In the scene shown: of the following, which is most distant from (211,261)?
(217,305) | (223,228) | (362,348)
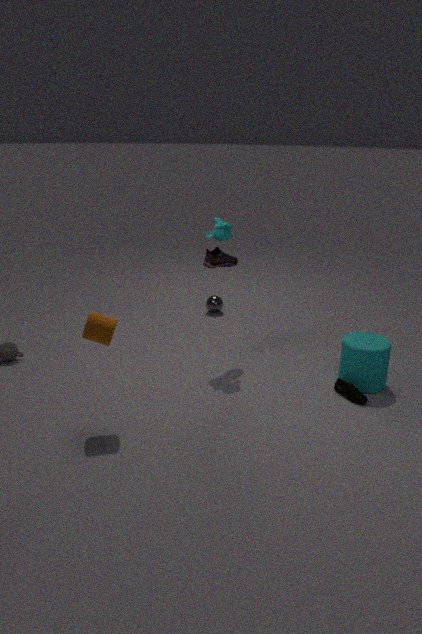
(362,348)
